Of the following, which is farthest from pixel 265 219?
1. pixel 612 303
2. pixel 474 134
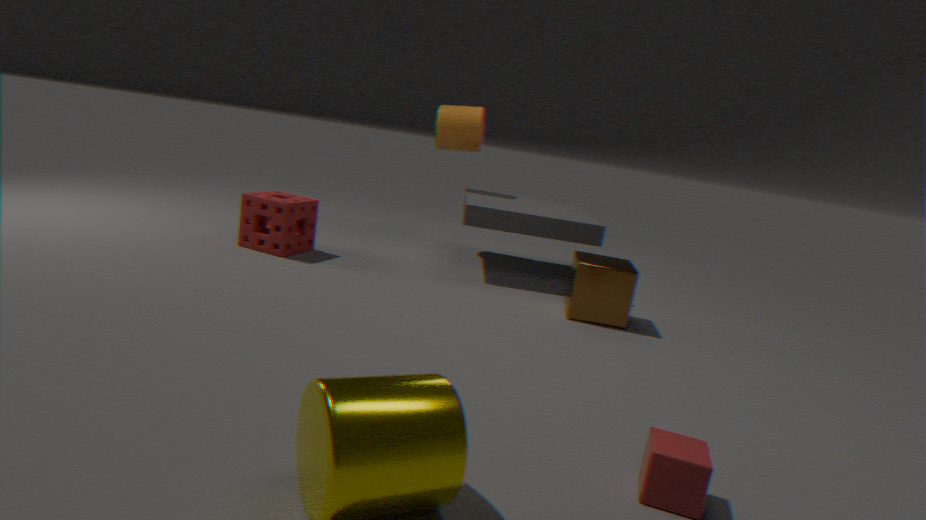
pixel 612 303
